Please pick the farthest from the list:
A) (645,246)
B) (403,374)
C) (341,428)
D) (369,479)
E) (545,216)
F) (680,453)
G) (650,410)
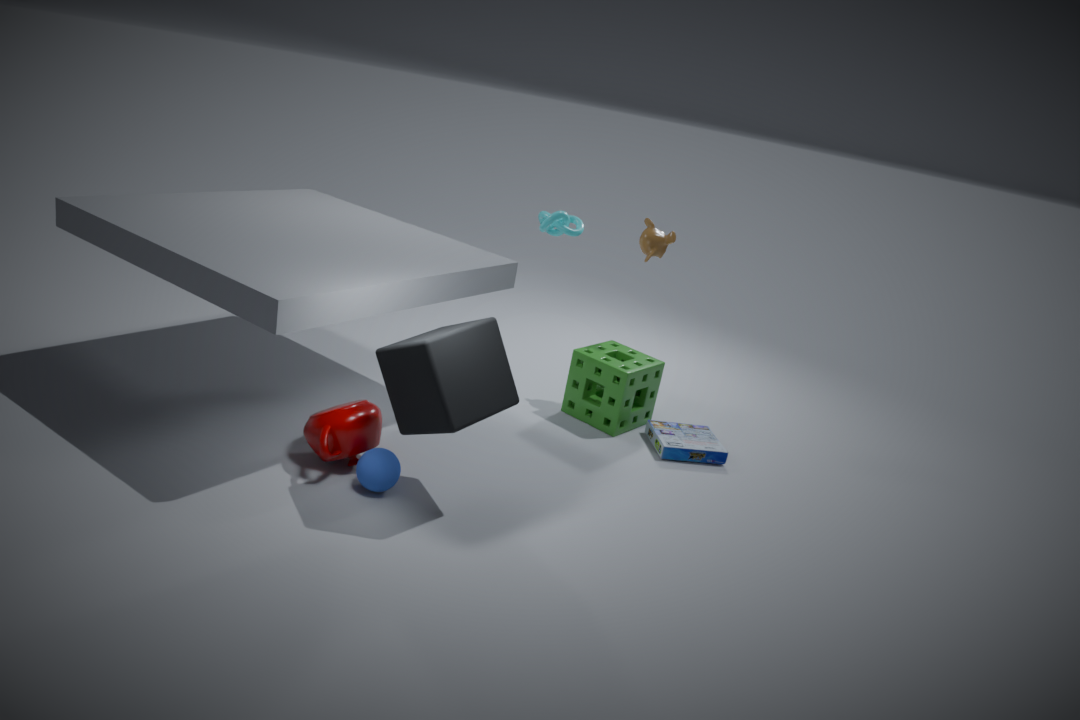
E. (545,216)
